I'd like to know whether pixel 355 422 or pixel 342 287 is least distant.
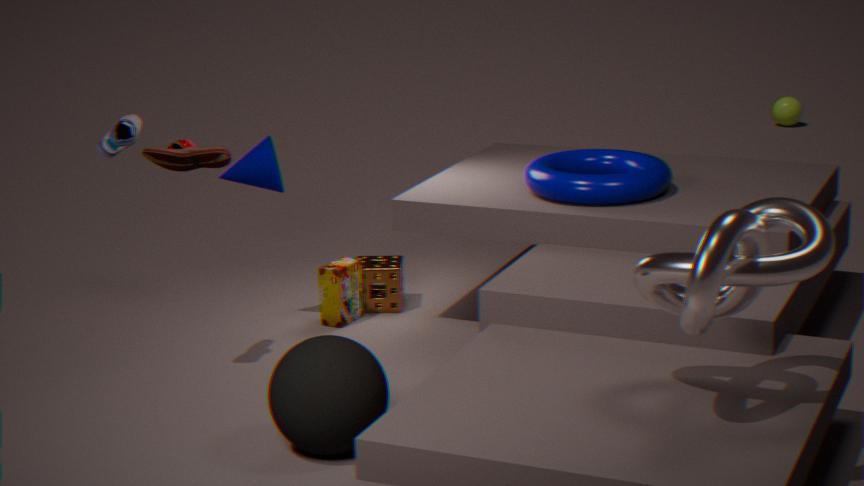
pixel 355 422
